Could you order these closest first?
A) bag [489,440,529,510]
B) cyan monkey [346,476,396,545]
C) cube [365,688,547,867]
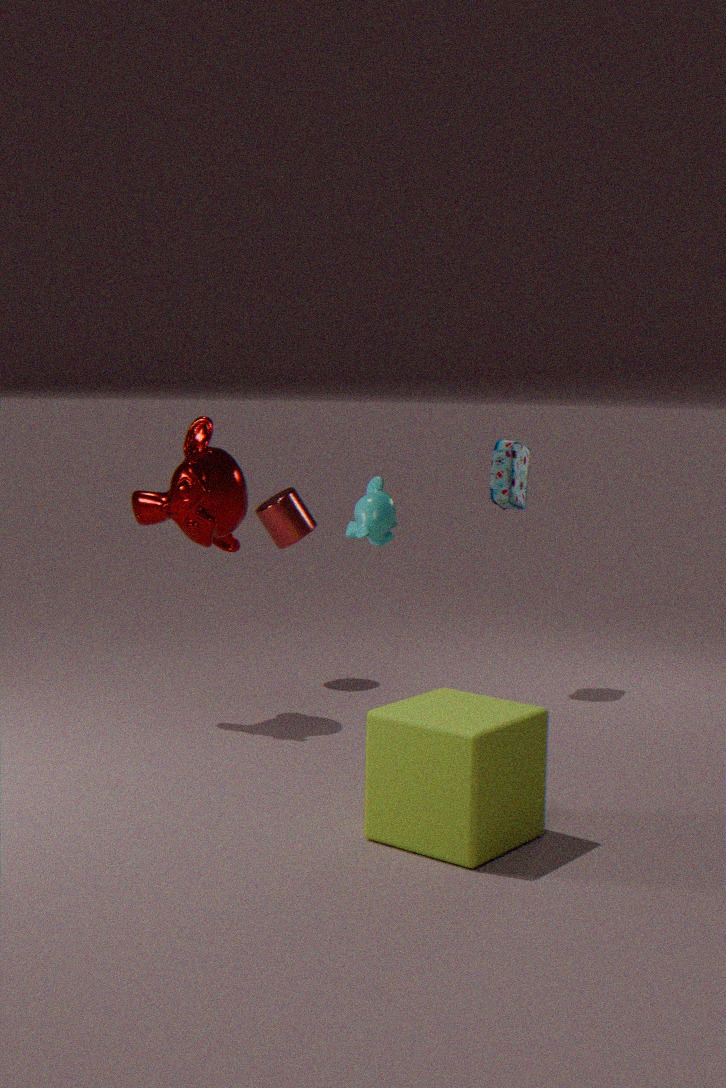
cube [365,688,547,867] → cyan monkey [346,476,396,545] → bag [489,440,529,510]
